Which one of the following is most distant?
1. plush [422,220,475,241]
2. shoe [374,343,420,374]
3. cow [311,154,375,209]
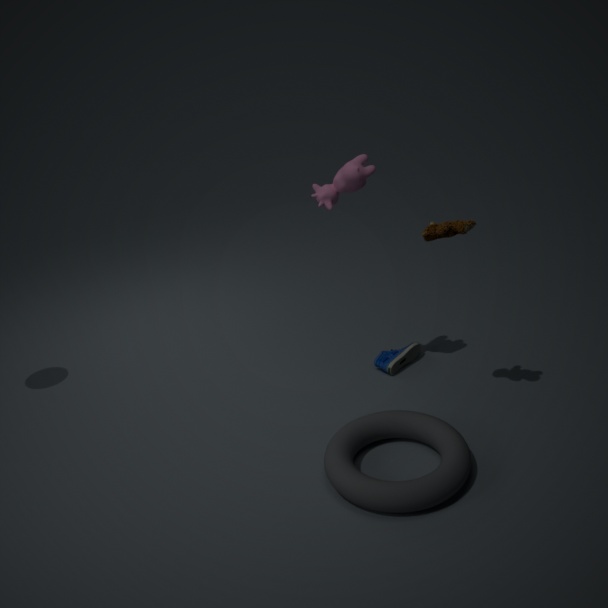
shoe [374,343,420,374]
